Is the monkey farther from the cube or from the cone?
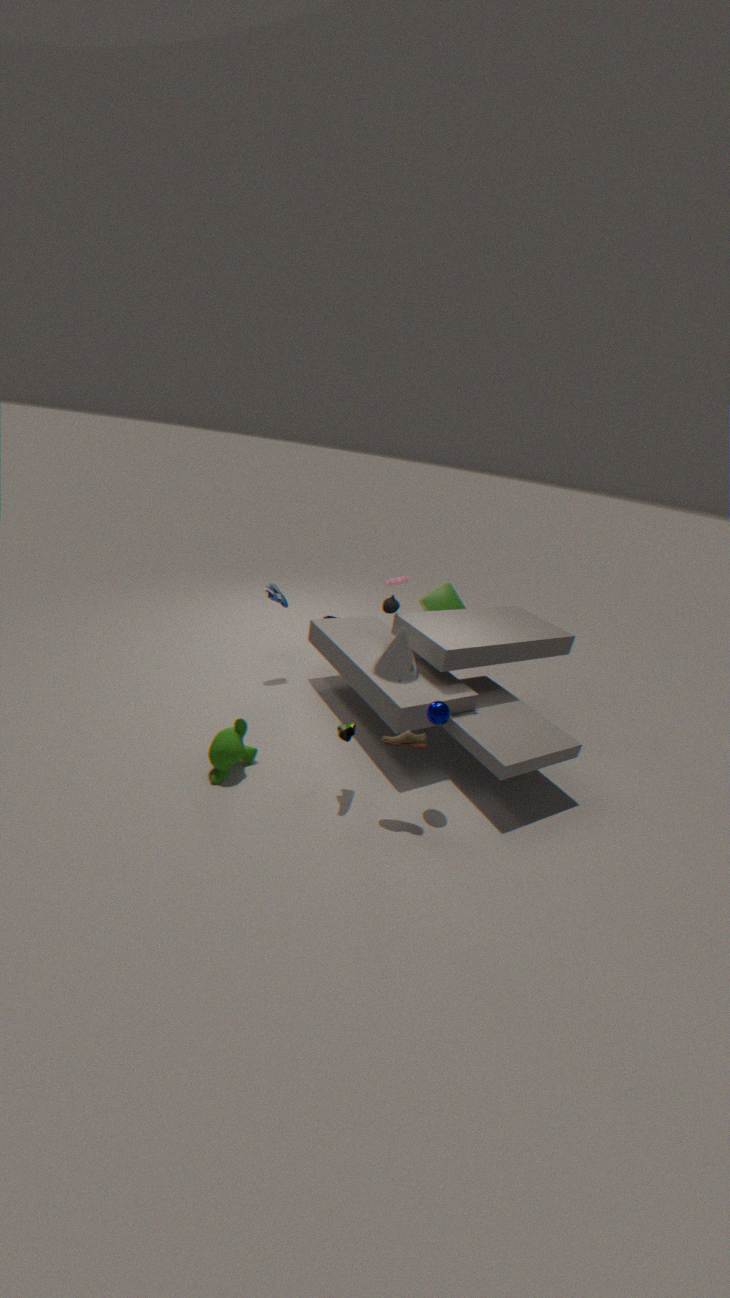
the cube
